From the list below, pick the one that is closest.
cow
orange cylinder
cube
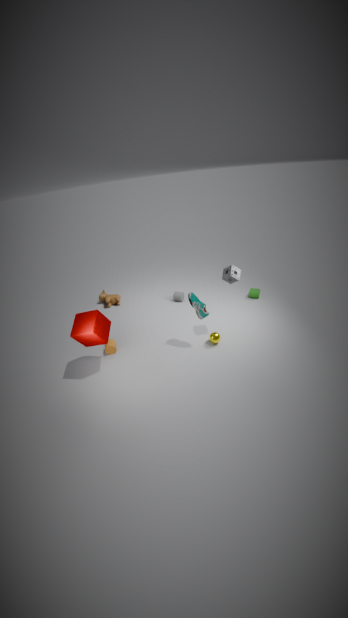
cube
